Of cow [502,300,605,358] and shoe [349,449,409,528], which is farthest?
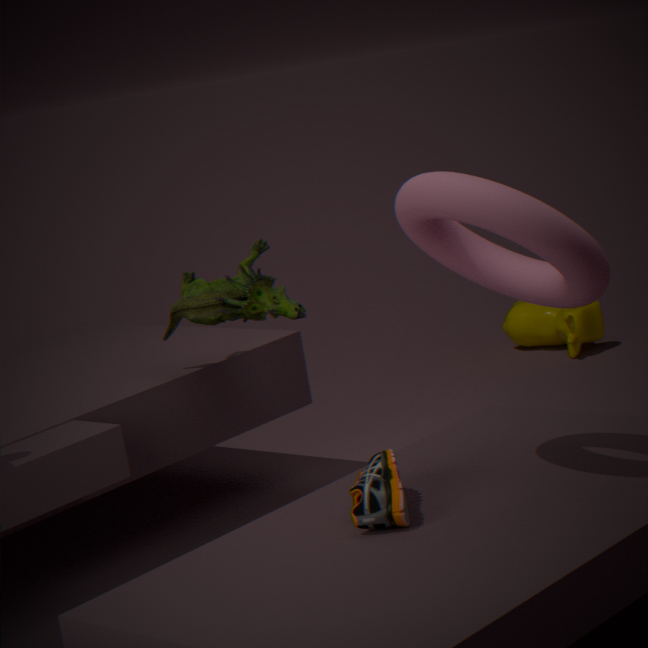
cow [502,300,605,358]
